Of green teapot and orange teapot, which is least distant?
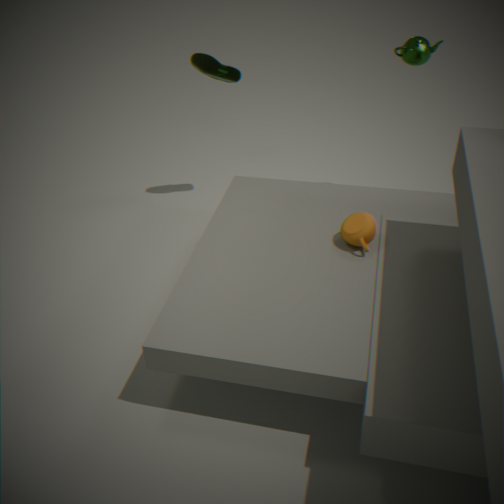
orange teapot
